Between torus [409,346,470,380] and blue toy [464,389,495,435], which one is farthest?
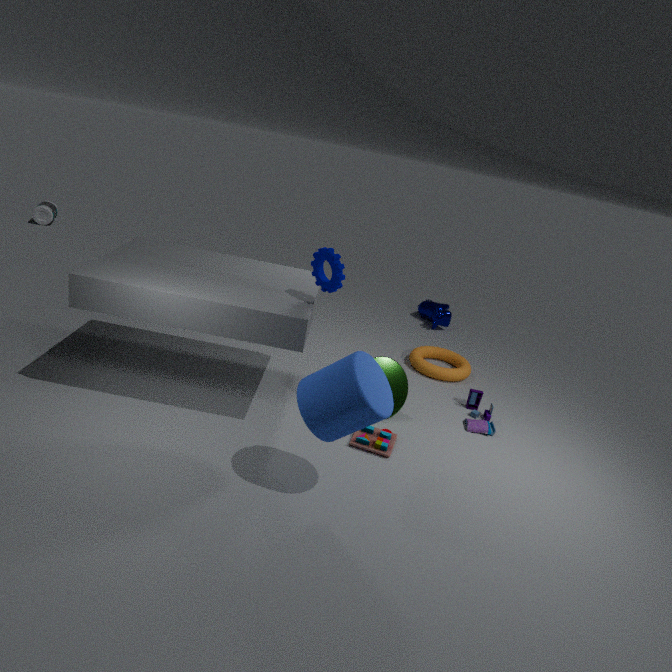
torus [409,346,470,380]
